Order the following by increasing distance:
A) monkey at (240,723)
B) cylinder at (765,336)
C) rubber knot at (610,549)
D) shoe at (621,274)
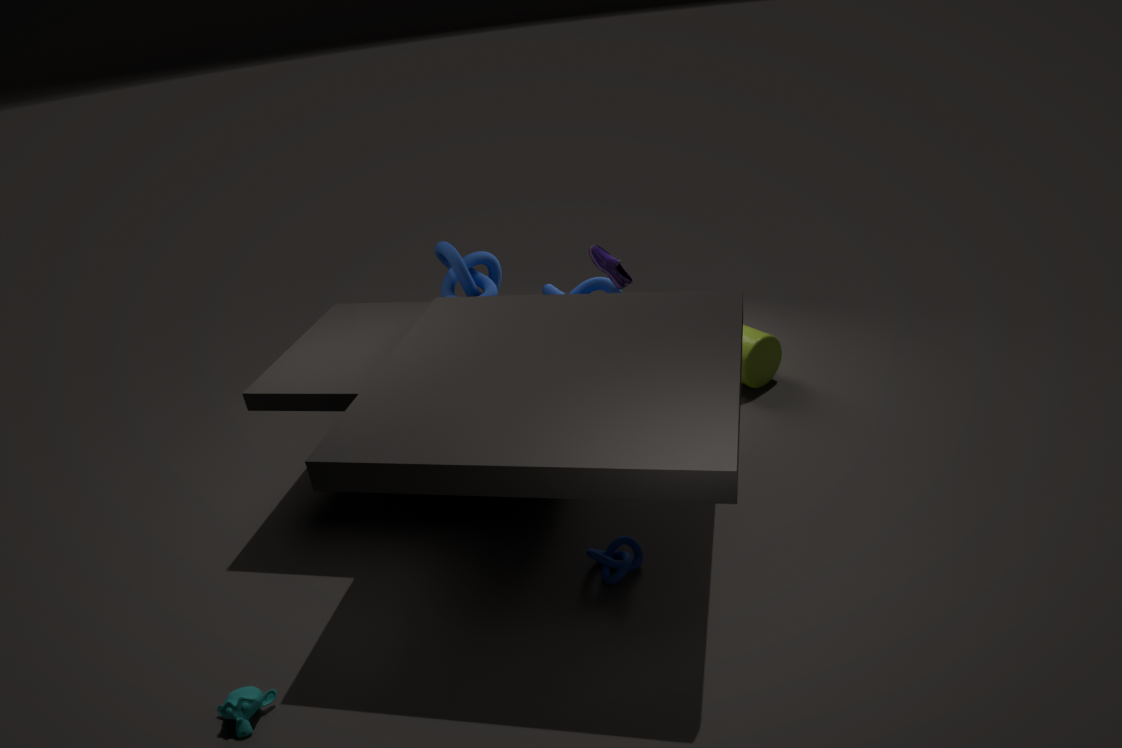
1. monkey at (240,723)
2. rubber knot at (610,549)
3. shoe at (621,274)
4. cylinder at (765,336)
